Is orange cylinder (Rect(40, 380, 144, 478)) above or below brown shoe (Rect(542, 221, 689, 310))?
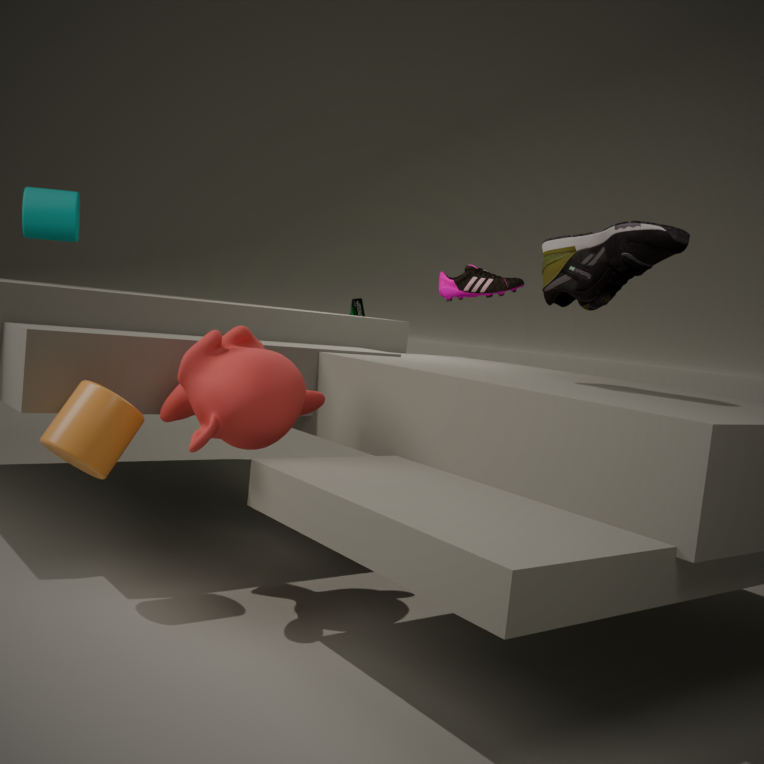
below
